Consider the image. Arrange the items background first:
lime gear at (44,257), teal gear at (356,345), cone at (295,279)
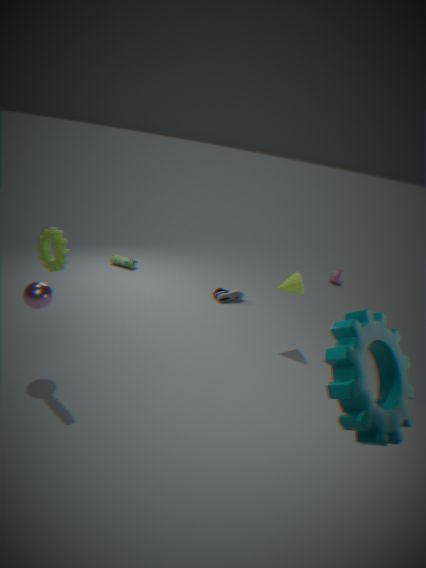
1. cone at (295,279)
2. lime gear at (44,257)
3. teal gear at (356,345)
